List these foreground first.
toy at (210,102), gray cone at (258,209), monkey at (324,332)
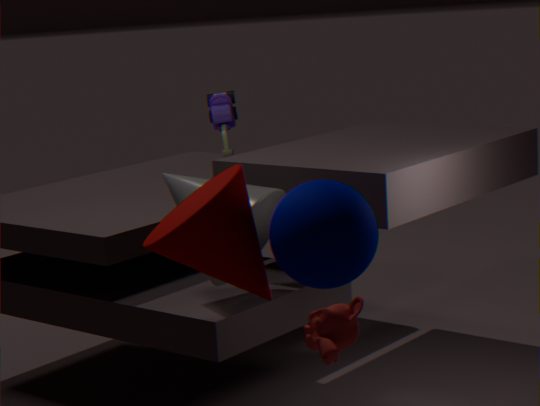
monkey at (324,332), gray cone at (258,209), toy at (210,102)
